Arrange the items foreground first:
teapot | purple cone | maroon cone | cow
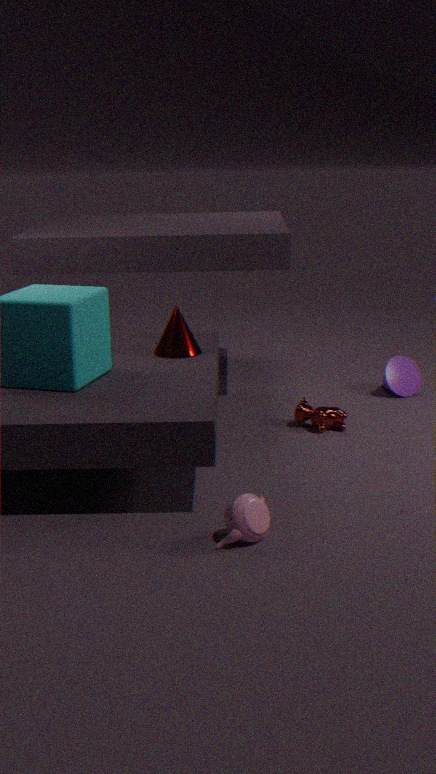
teapot, maroon cone, cow, purple cone
